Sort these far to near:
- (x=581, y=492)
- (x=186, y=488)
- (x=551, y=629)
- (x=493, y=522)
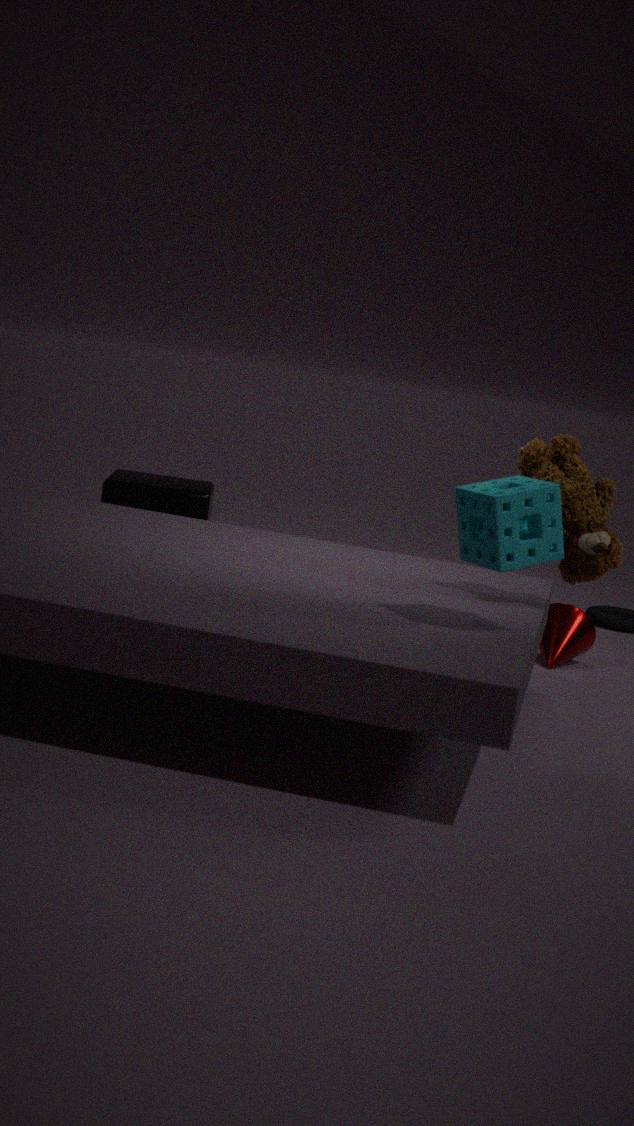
(x=186, y=488) → (x=551, y=629) → (x=581, y=492) → (x=493, y=522)
